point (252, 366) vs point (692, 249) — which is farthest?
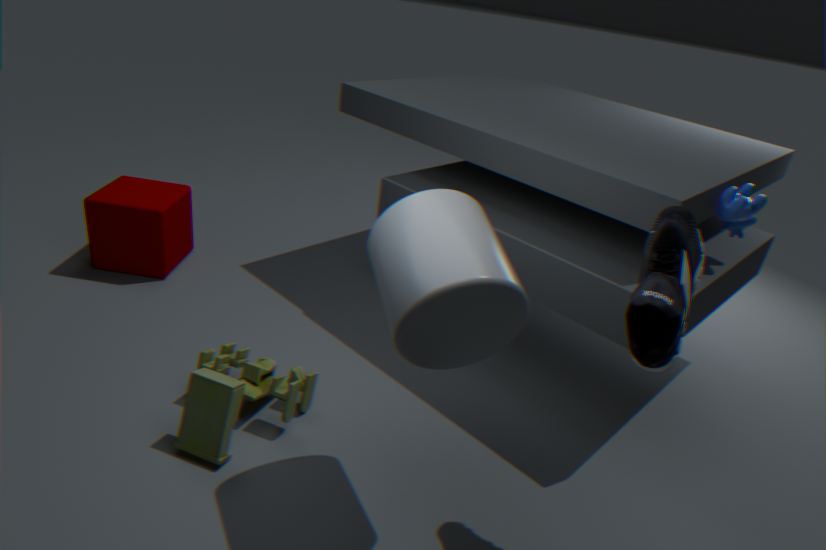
point (252, 366)
